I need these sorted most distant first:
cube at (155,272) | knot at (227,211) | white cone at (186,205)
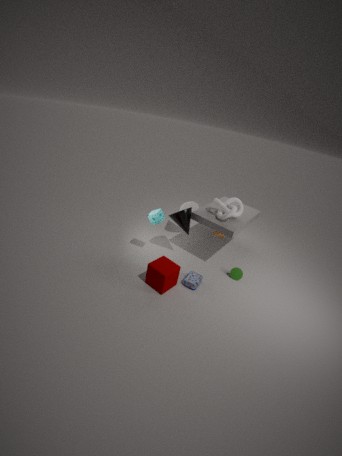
1. white cone at (186,205)
2. knot at (227,211)
3. cube at (155,272)
